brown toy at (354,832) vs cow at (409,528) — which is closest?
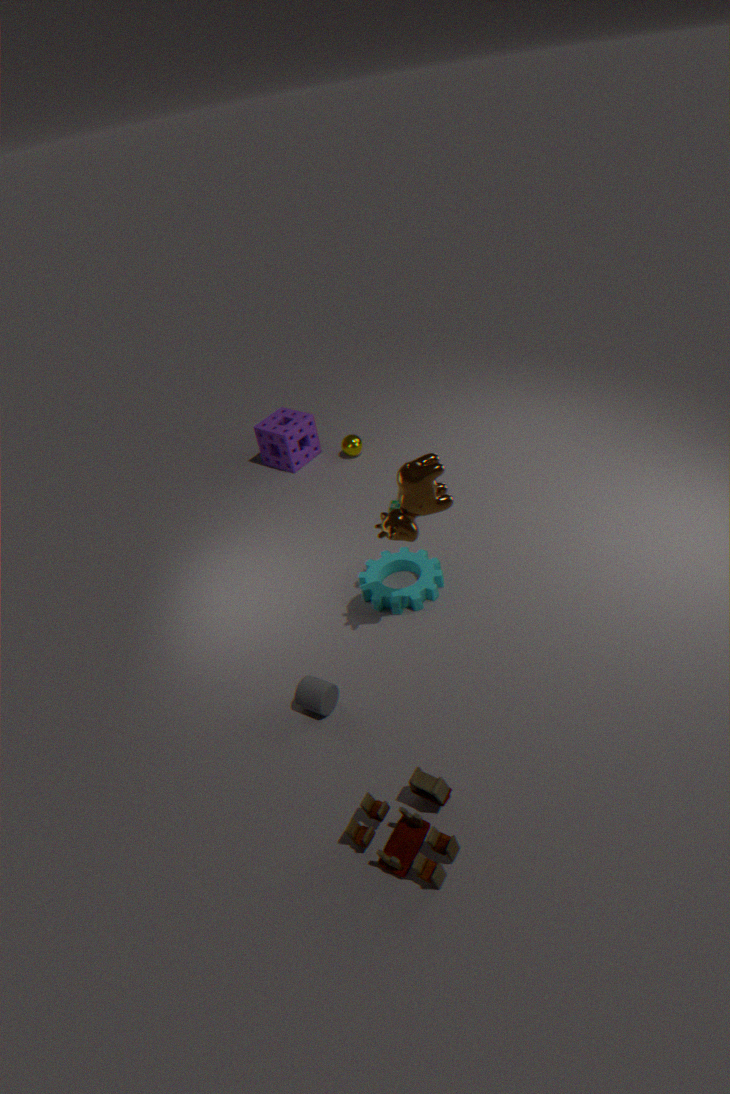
brown toy at (354,832)
